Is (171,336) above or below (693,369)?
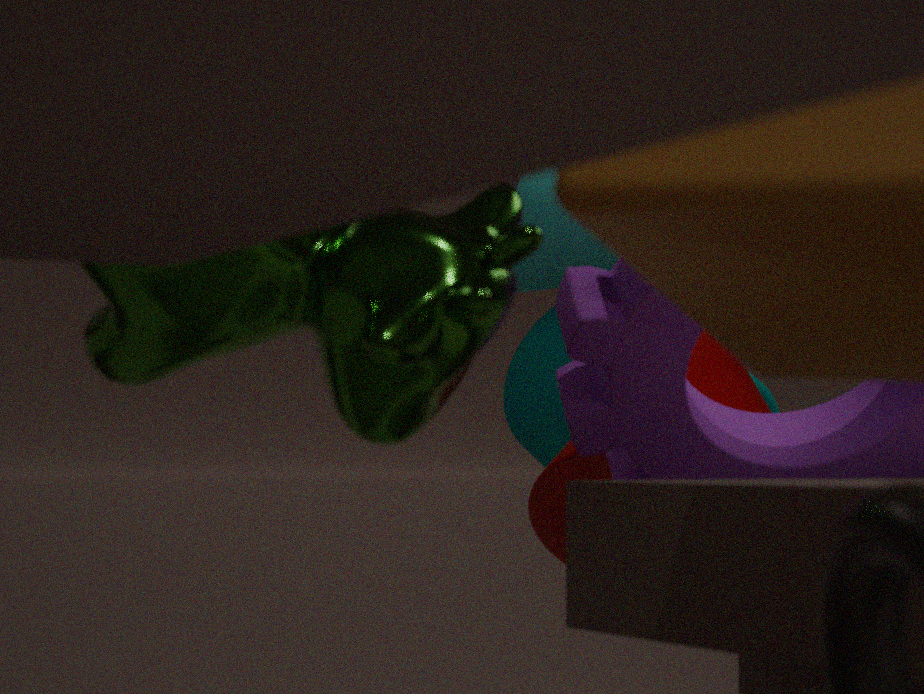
above
